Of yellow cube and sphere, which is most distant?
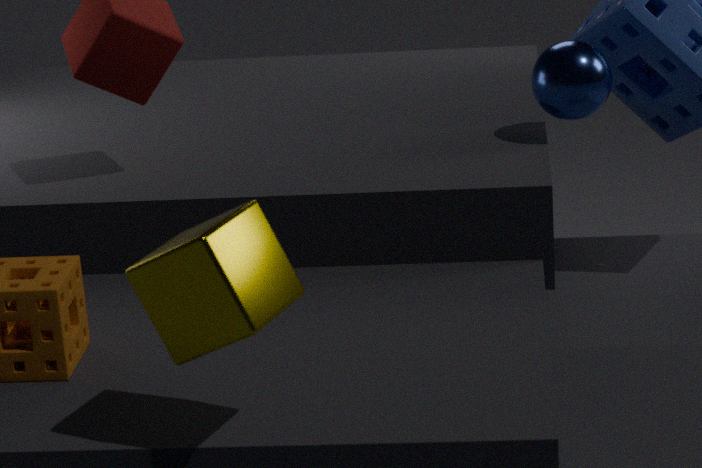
sphere
